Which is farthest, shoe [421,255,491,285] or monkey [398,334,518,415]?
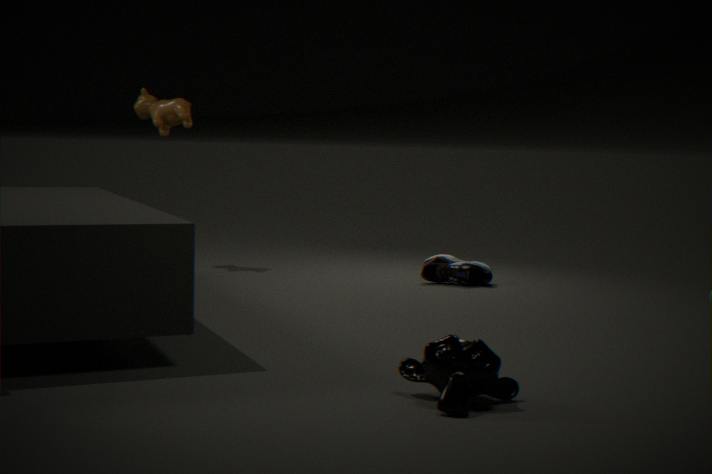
shoe [421,255,491,285]
